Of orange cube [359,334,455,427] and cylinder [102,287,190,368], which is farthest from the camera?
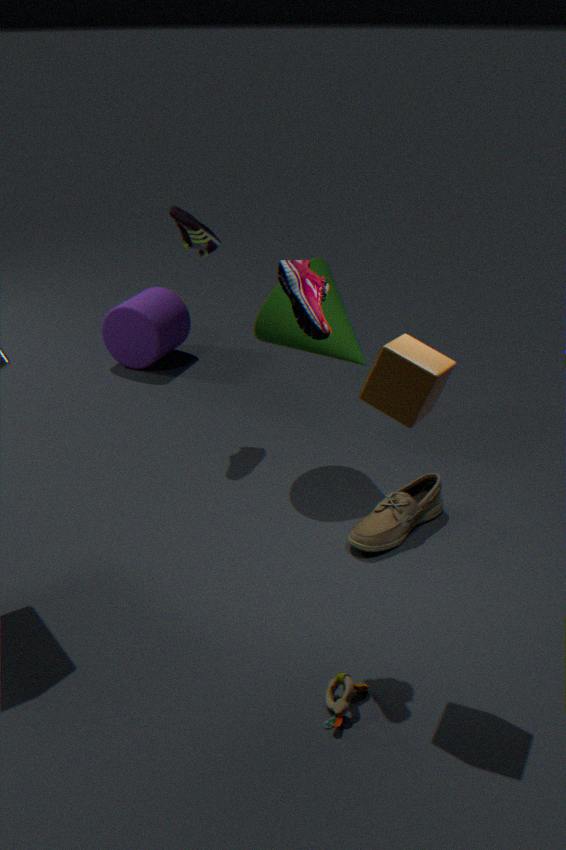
cylinder [102,287,190,368]
